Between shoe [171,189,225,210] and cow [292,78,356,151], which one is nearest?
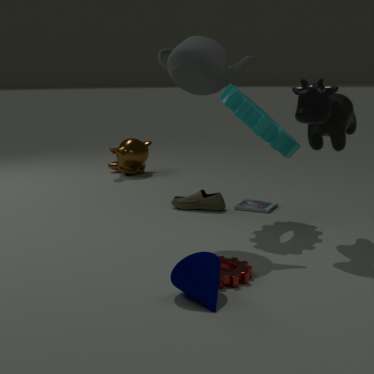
cow [292,78,356,151]
